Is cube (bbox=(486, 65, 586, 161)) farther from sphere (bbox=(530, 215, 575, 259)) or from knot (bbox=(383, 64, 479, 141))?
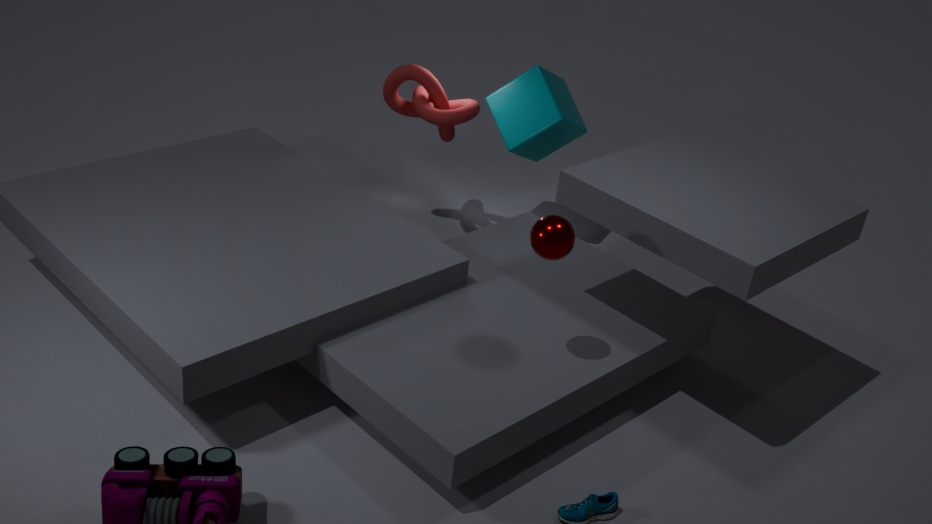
sphere (bbox=(530, 215, 575, 259))
